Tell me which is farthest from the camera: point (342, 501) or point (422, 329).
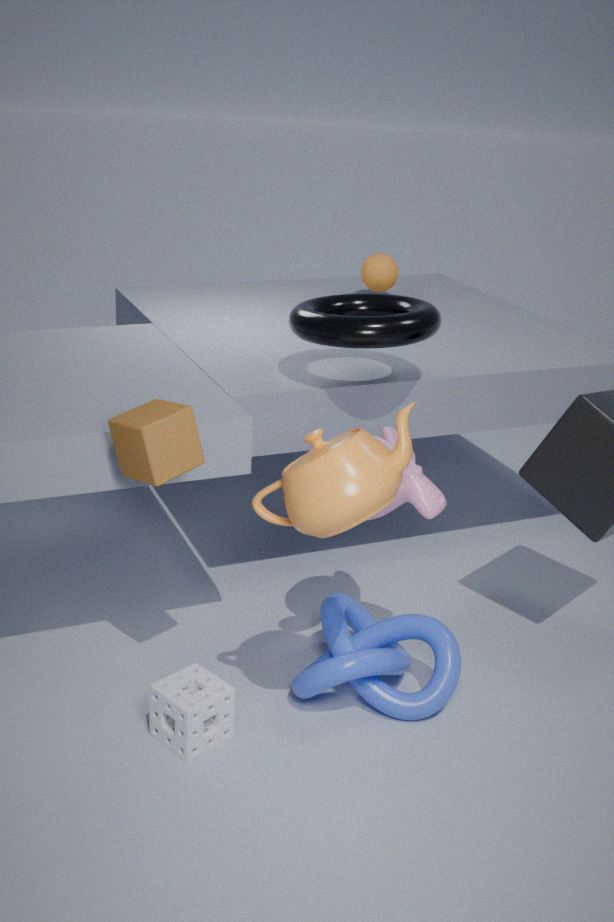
point (422, 329)
